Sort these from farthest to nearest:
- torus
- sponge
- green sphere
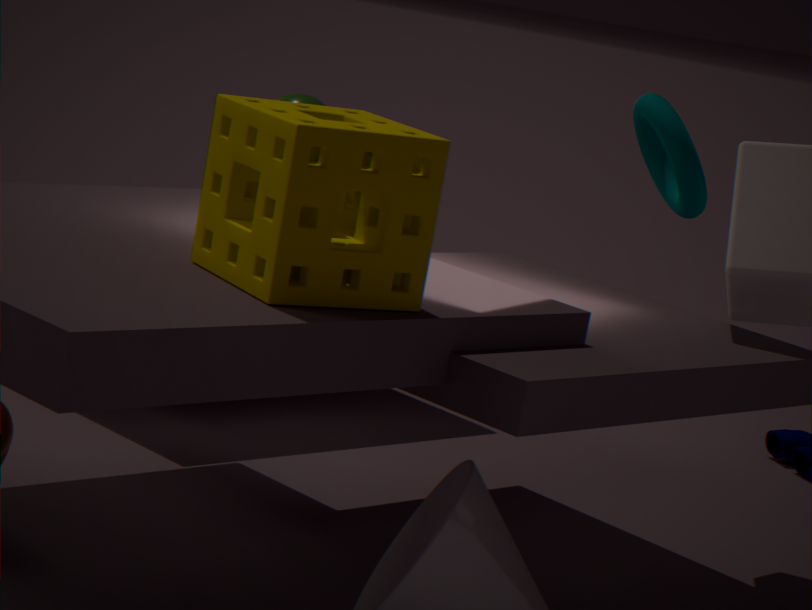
green sphere, torus, sponge
